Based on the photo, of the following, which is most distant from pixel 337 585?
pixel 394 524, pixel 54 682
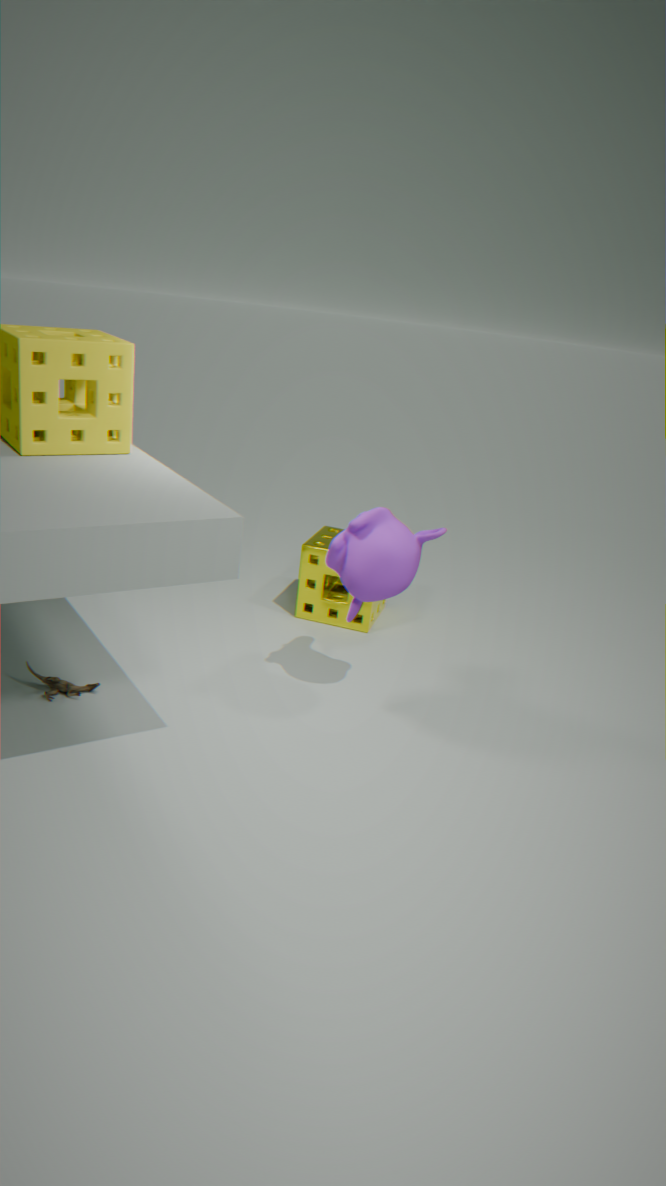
pixel 54 682
